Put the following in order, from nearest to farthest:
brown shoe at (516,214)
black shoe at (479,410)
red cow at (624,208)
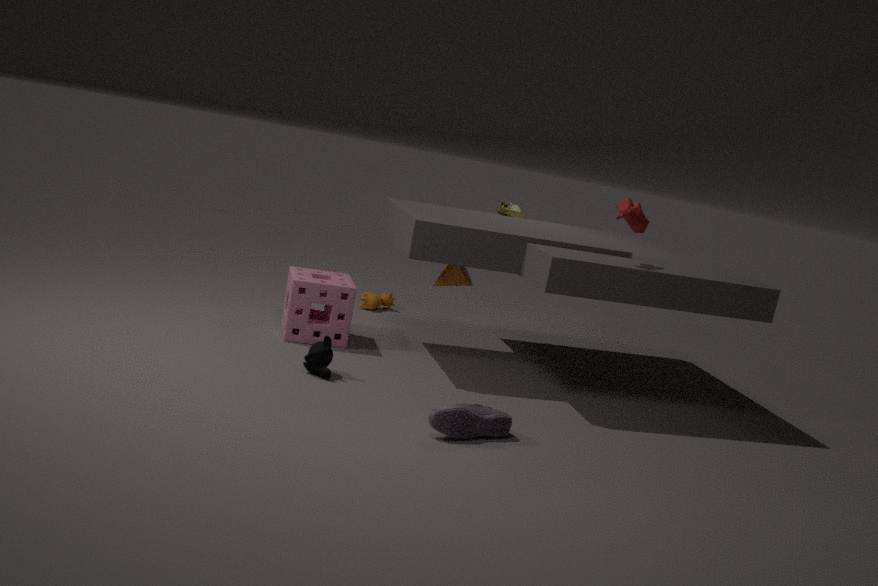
black shoe at (479,410), red cow at (624,208), brown shoe at (516,214)
